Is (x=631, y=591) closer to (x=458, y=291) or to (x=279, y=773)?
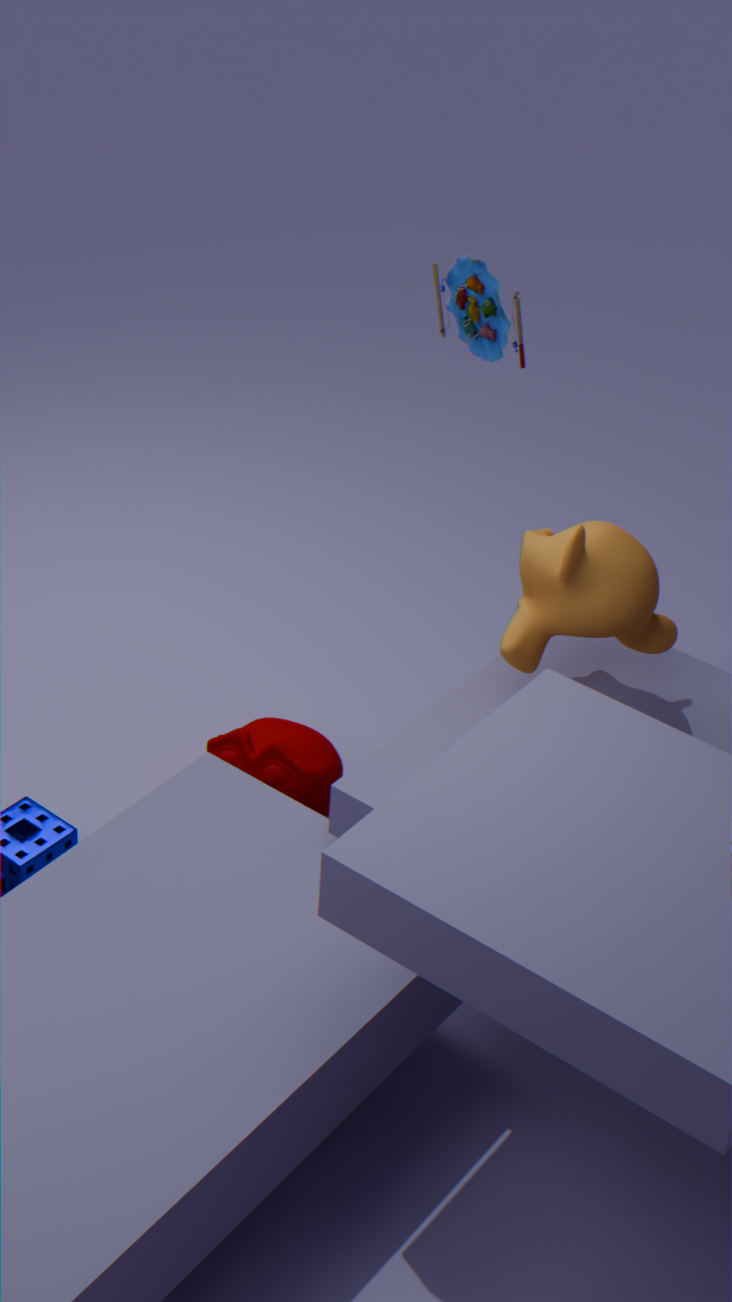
(x=458, y=291)
